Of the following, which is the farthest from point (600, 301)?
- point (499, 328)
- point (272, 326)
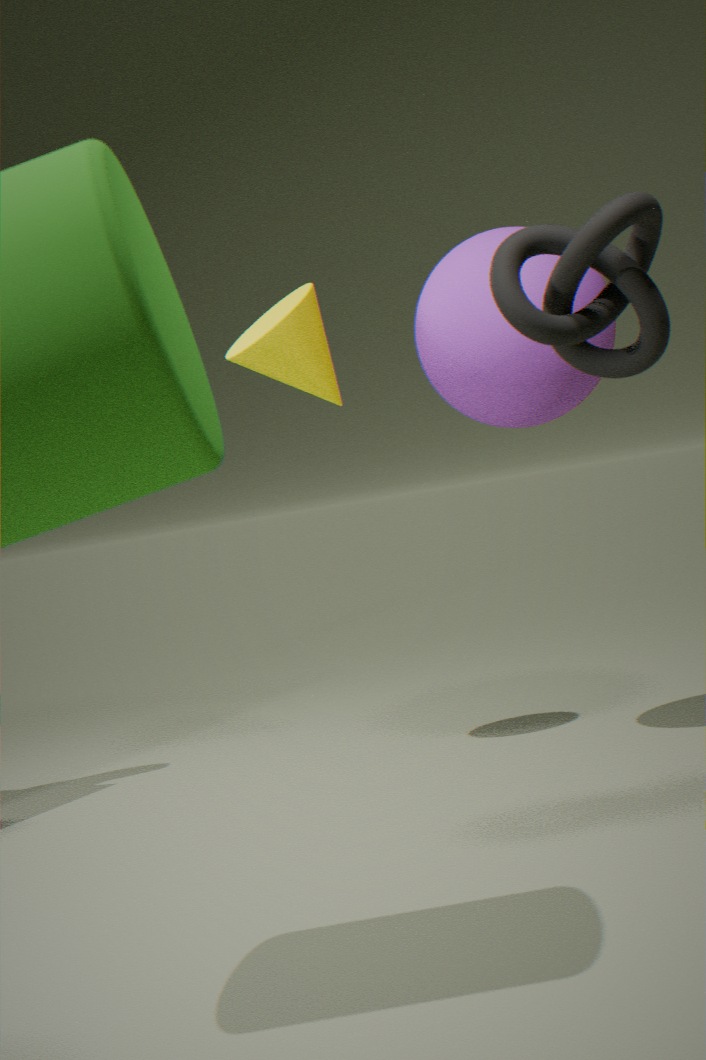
point (272, 326)
